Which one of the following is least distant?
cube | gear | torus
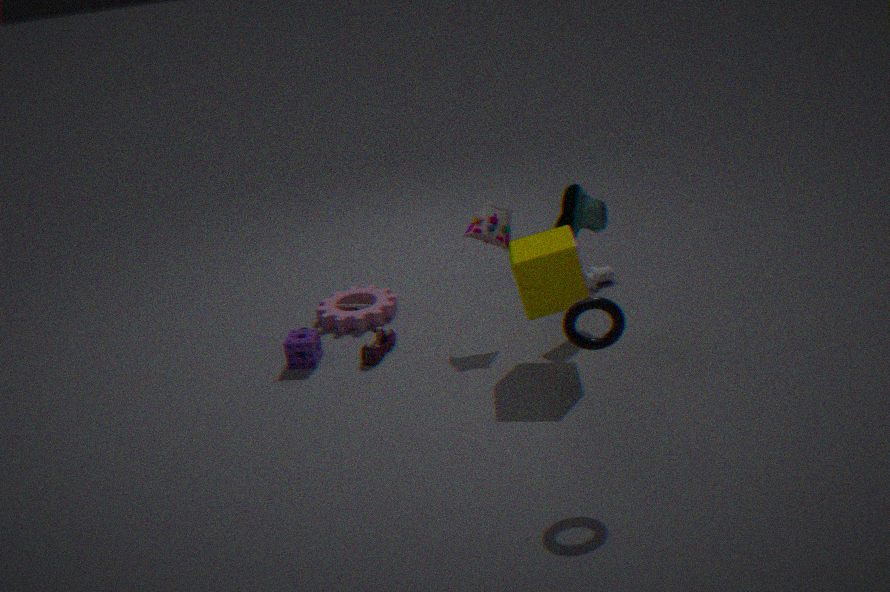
torus
